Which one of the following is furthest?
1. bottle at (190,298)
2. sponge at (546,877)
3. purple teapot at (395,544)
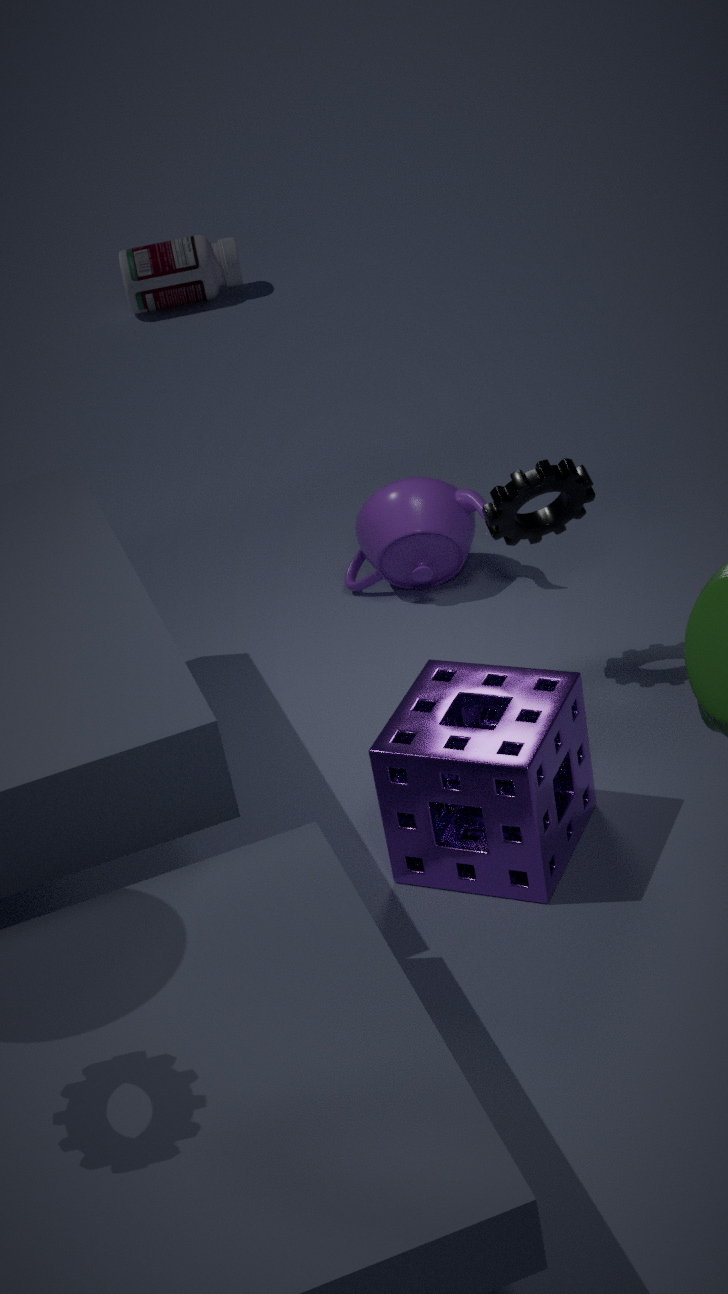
bottle at (190,298)
